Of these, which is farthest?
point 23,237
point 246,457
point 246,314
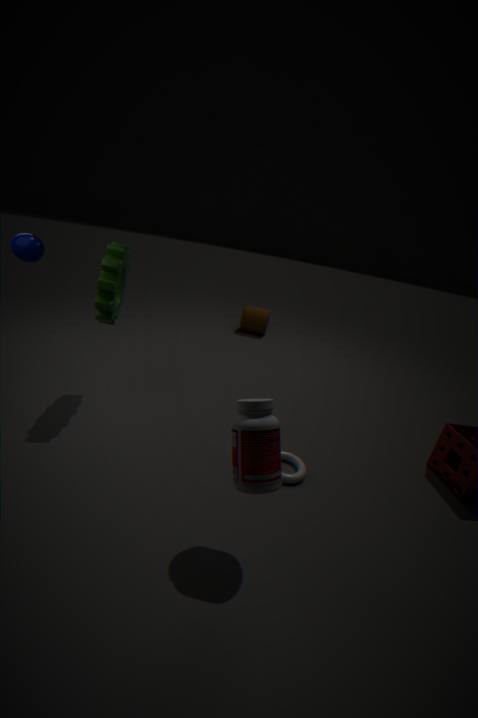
point 246,314
